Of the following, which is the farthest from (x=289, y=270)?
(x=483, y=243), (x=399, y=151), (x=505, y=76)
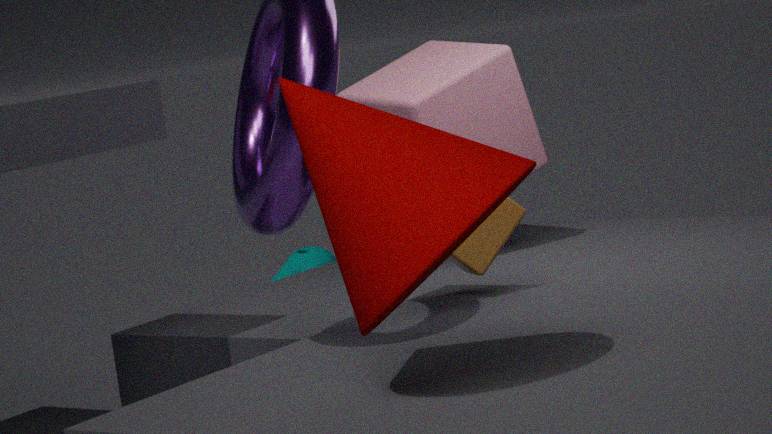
(x=399, y=151)
